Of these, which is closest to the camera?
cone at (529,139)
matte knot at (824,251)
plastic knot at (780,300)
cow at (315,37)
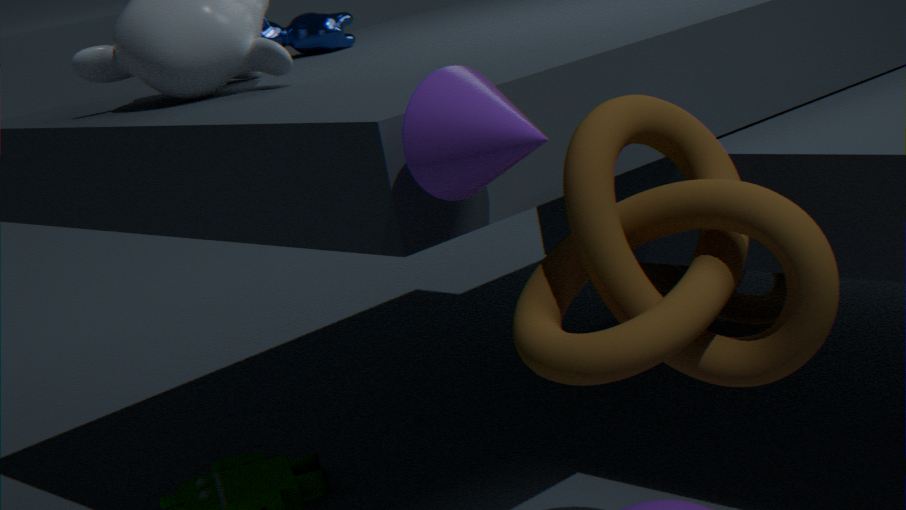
cone at (529,139)
